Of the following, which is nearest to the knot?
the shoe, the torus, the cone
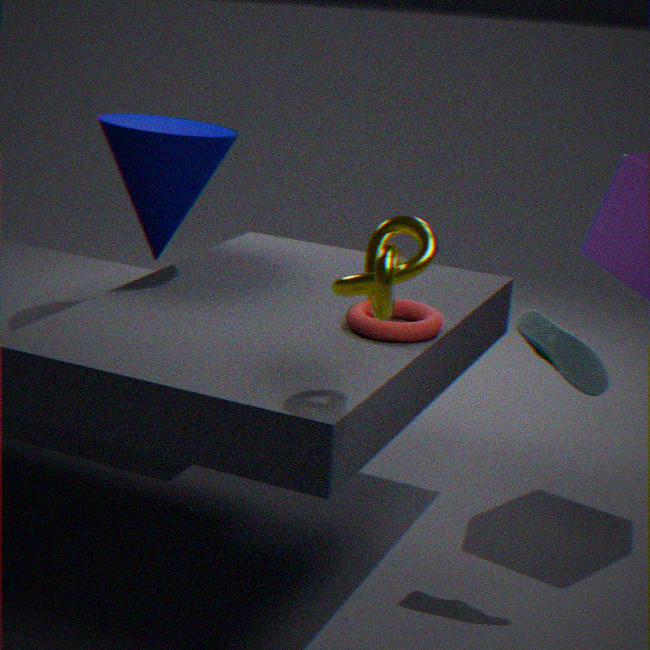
the torus
